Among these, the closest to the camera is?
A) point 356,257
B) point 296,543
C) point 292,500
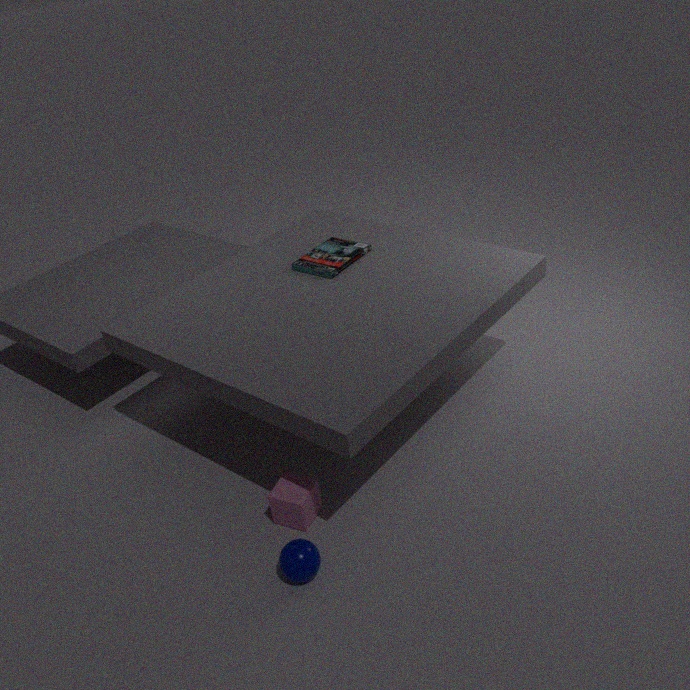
point 296,543
